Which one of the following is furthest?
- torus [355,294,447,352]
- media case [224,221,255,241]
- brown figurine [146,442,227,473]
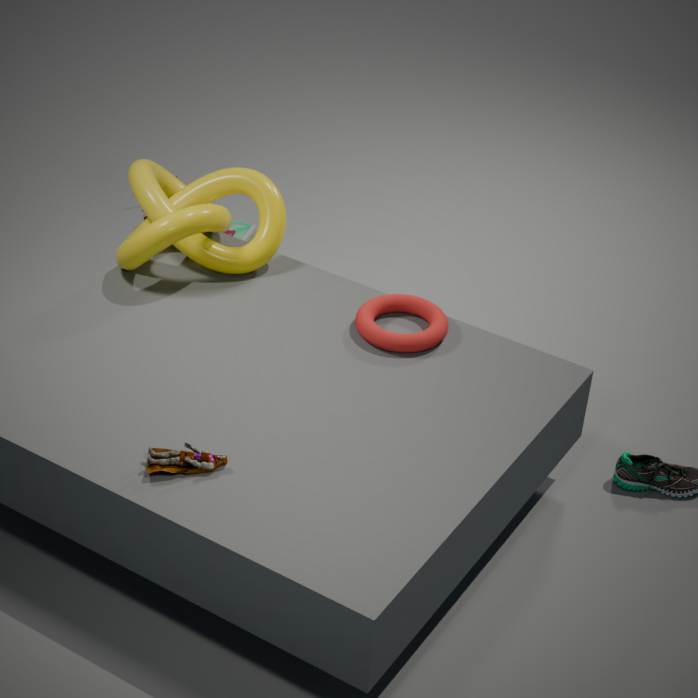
media case [224,221,255,241]
